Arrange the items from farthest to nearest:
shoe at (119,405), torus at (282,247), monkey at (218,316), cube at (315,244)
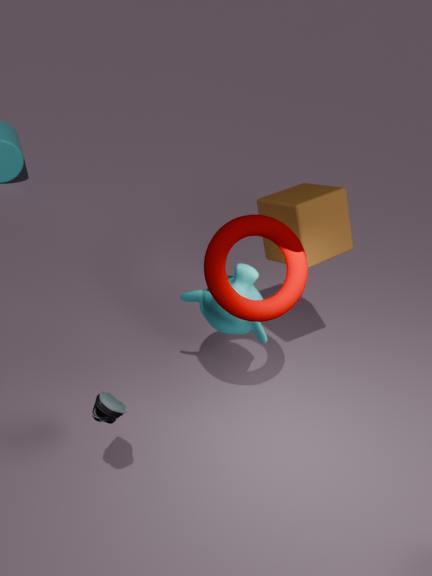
cube at (315,244) < monkey at (218,316) < torus at (282,247) < shoe at (119,405)
